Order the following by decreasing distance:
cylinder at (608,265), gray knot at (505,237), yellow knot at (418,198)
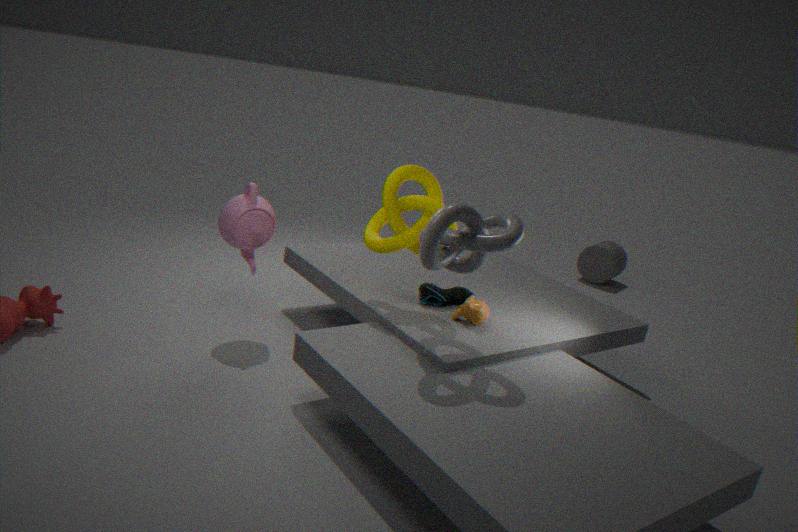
cylinder at (608,265) < yellow knot at (418,198) < gray knot at (505,237)
